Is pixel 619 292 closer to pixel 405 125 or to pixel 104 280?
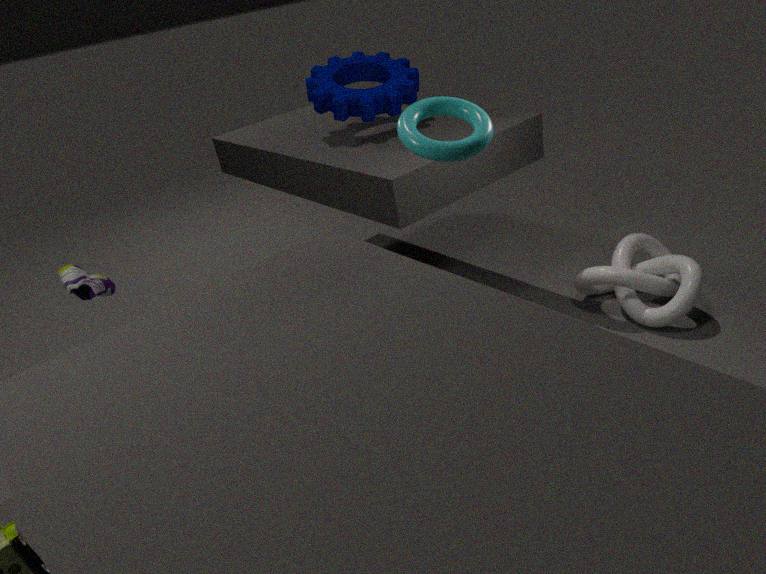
pixel 405 125
